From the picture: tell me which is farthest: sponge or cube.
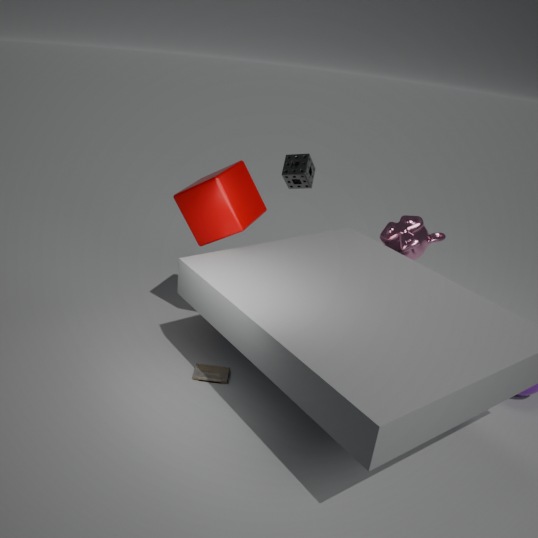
sponge
